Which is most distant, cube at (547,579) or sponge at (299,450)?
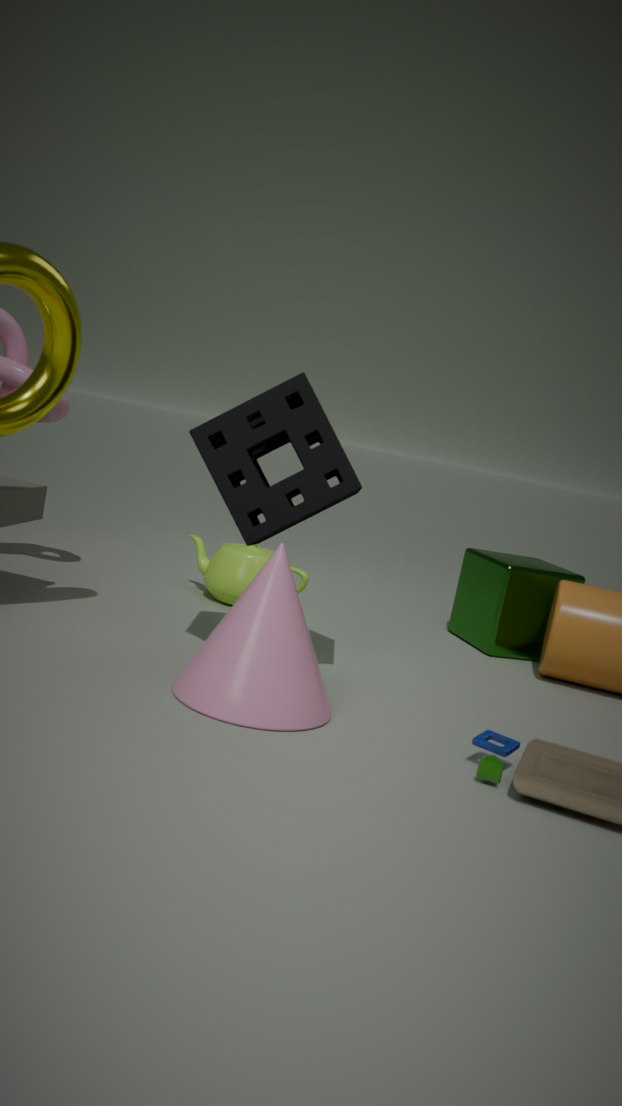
cube at (547,579)
